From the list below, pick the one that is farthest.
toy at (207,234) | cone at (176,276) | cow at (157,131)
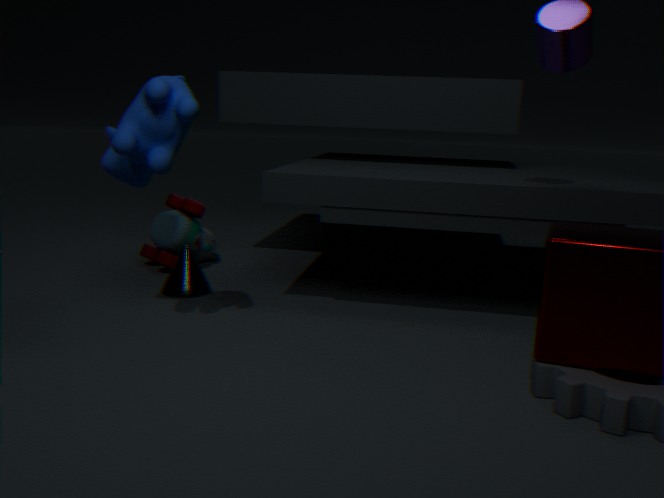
toy at (207,234)
